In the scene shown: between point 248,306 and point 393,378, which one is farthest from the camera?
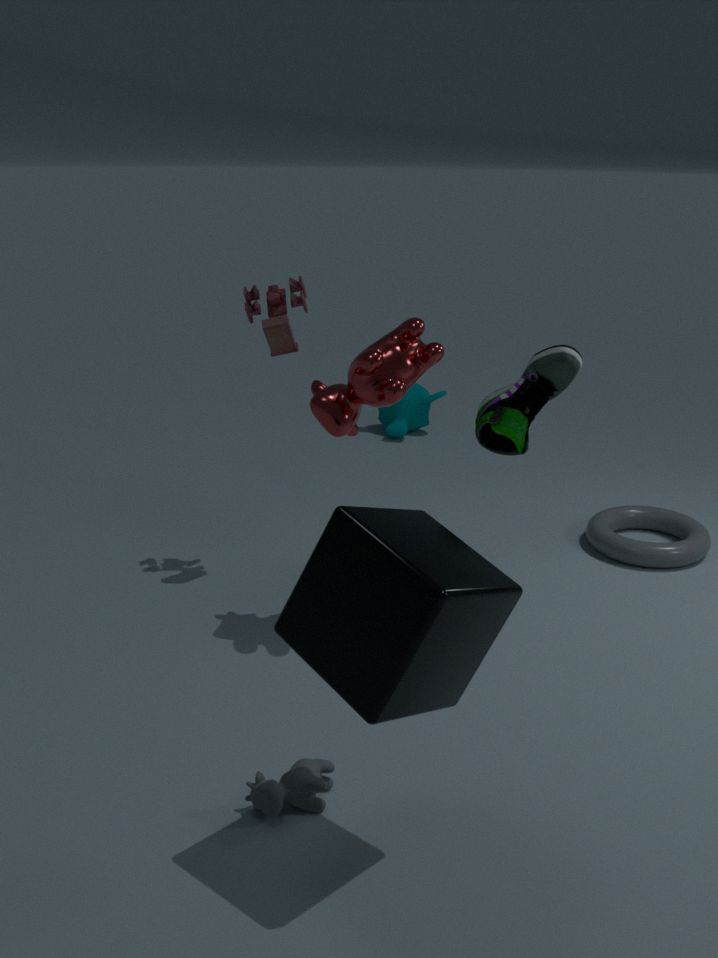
point 248,306
